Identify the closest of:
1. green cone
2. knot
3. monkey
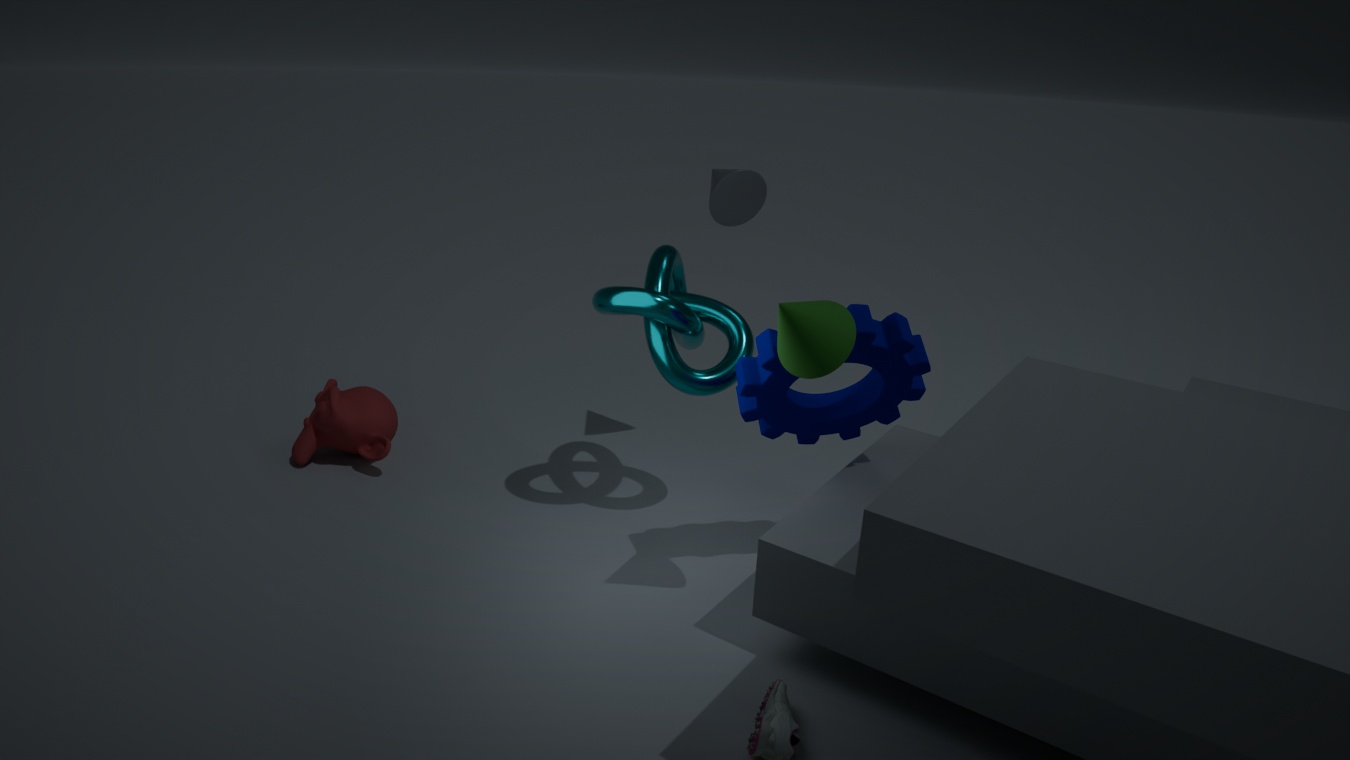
green cone
